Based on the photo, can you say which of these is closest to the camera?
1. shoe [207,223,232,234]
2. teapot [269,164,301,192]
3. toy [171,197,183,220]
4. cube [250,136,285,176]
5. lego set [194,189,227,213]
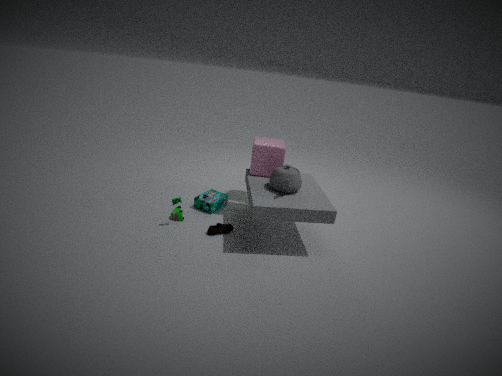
teapot [269,164,301,192]
